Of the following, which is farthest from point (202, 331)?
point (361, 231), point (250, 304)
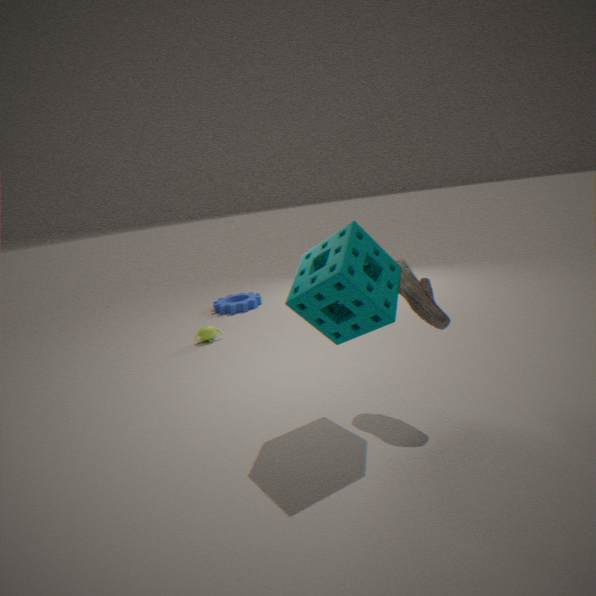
point (361, 231)
